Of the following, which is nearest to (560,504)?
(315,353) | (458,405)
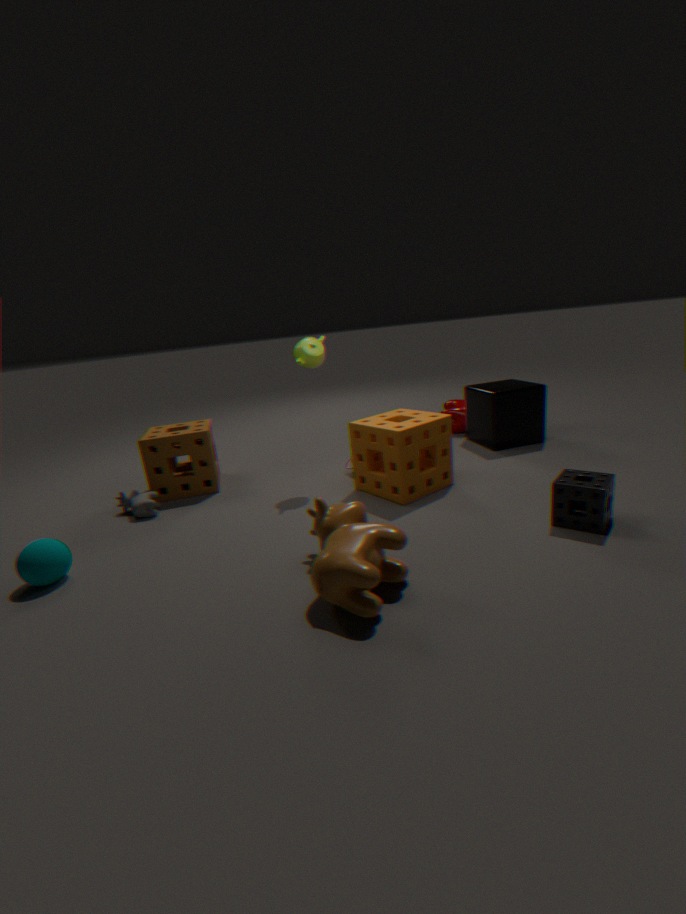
(315,353)
